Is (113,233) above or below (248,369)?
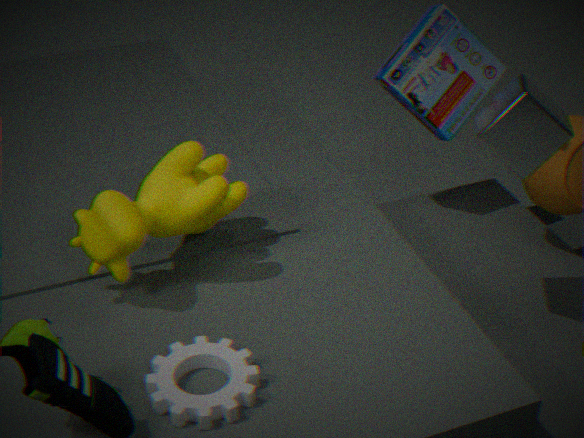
above
